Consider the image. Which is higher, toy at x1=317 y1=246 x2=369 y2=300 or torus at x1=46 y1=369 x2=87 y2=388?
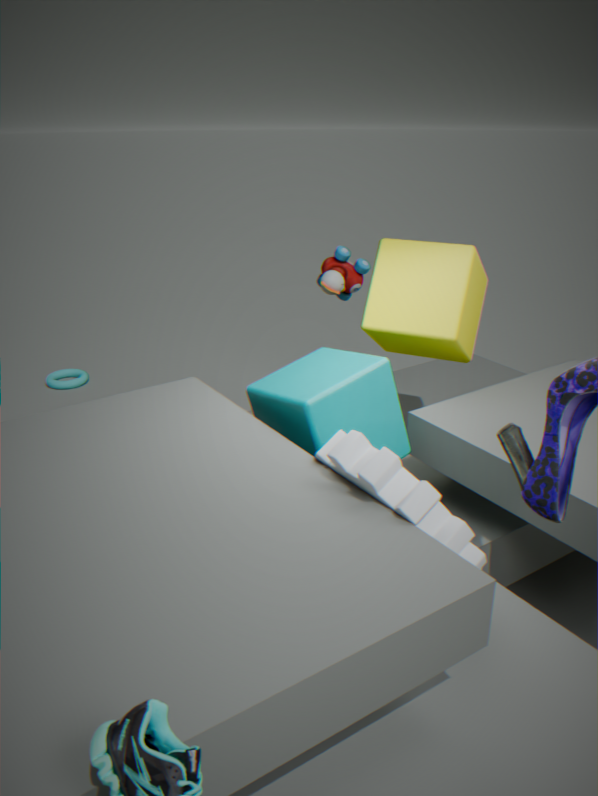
toy at x1=317 y1=246 x2=369 y2=300
